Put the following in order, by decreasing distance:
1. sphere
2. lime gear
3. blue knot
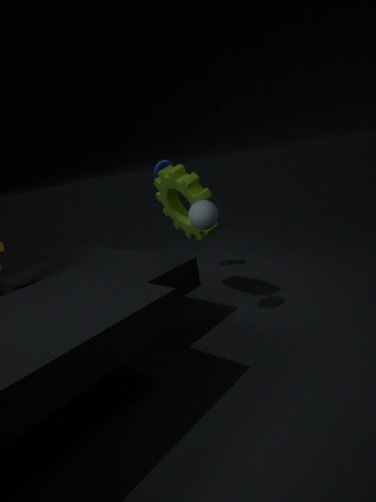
blue knot → lime gear → sphere
